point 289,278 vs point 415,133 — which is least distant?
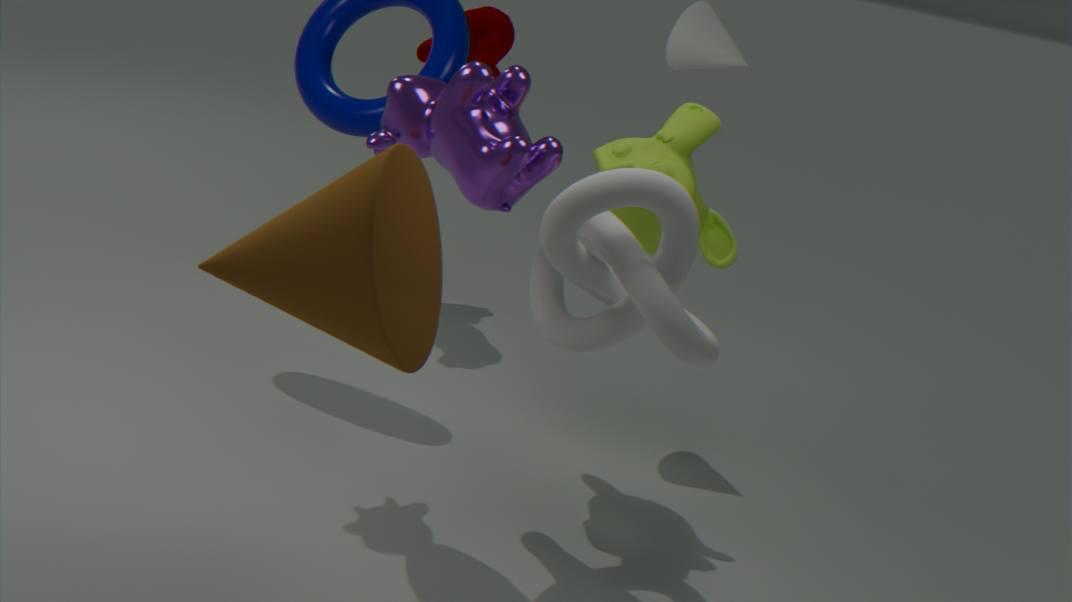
point 289,278
